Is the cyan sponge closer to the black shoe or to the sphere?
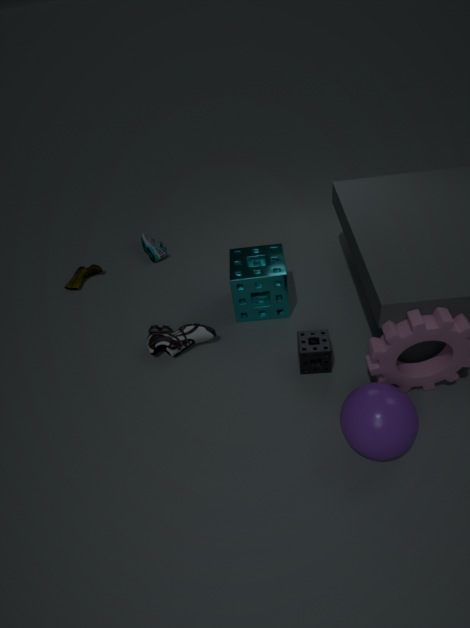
the black shoe
